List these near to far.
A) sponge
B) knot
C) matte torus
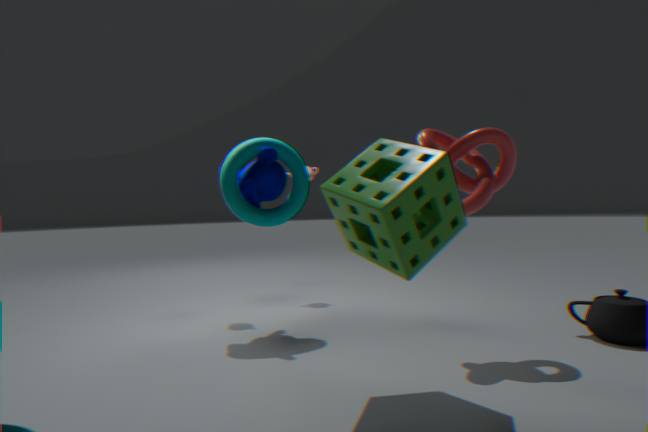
1. sponge
2. knot
3. matte torus
